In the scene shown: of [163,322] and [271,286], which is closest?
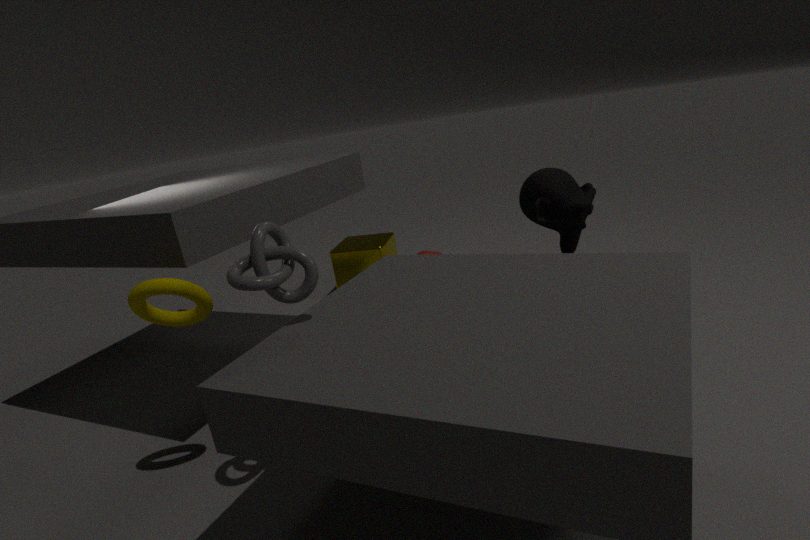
[271,286]
